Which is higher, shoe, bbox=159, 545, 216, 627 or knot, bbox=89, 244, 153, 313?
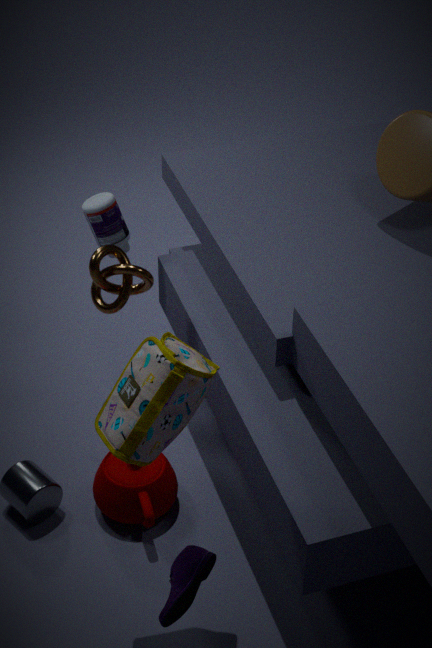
knot, bbox=89, 244, 153, 313
